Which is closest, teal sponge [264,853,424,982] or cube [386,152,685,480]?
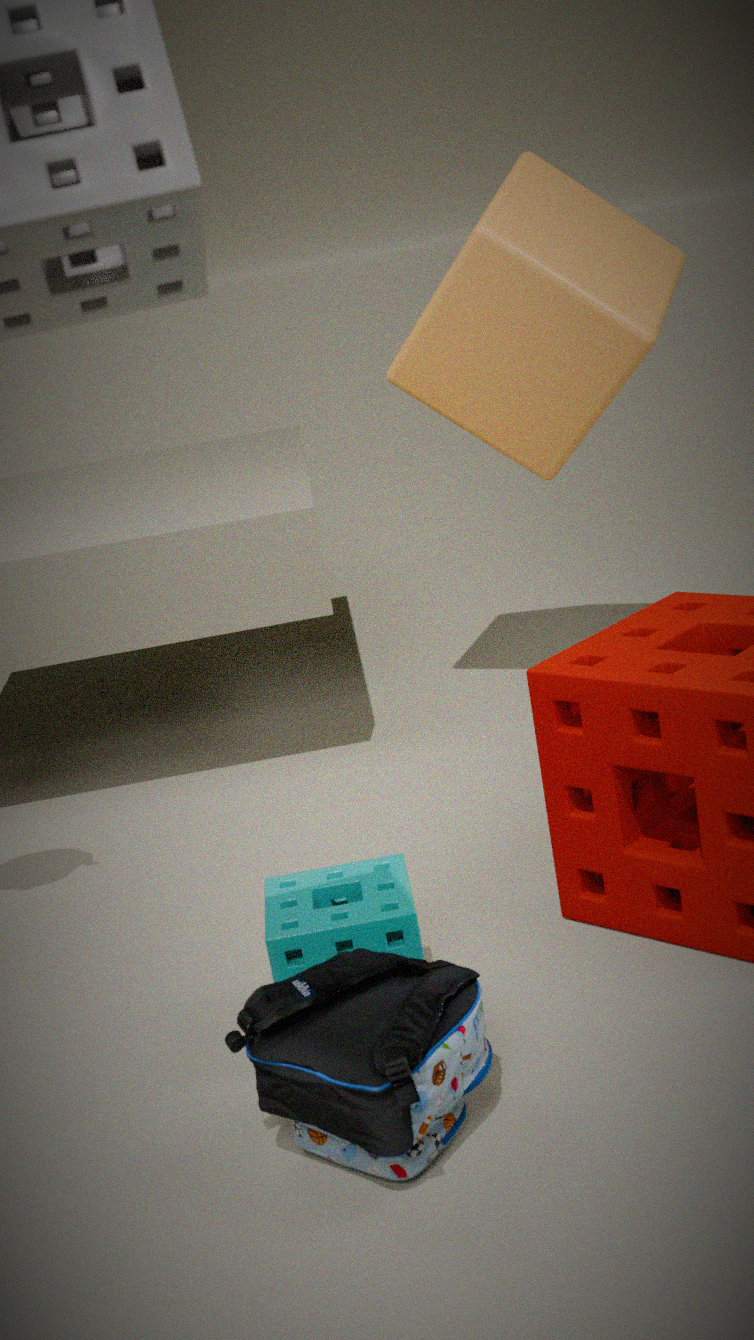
teal sponge [264,853,424,982]
